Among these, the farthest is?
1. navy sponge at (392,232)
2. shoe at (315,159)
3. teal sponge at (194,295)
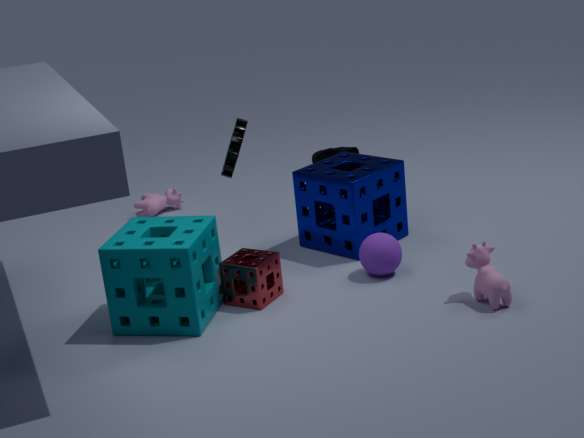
shoe at (315,159)
